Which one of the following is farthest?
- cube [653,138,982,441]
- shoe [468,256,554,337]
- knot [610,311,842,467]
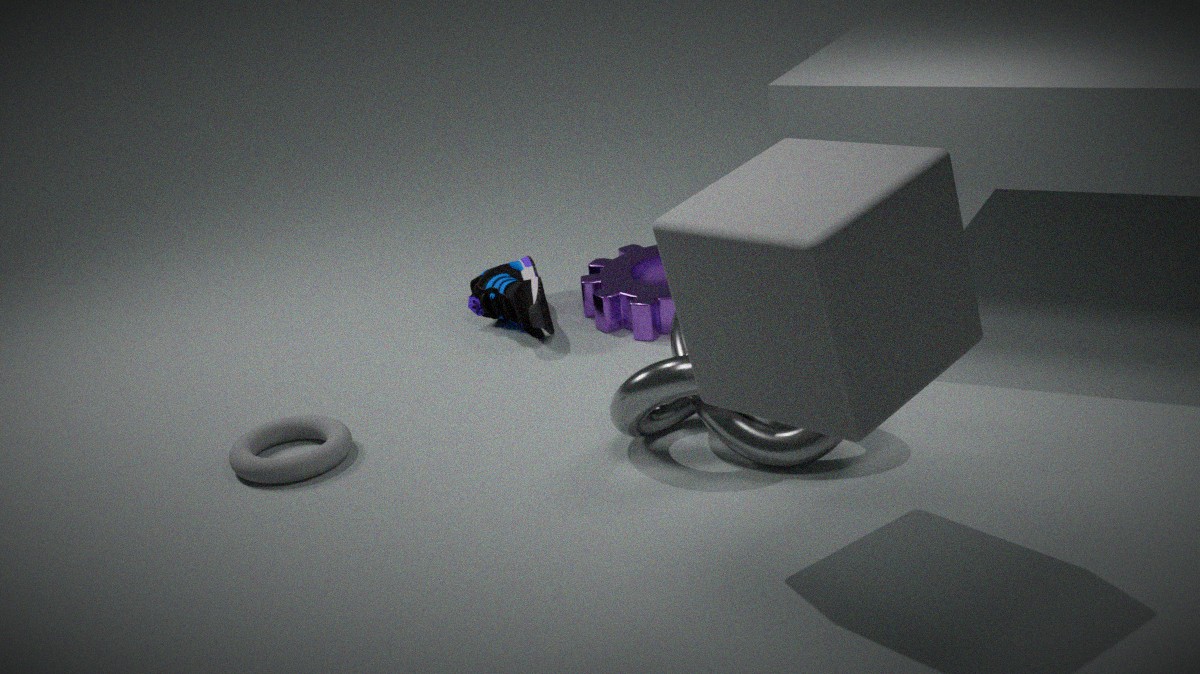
shoe [468,256,554,337]
